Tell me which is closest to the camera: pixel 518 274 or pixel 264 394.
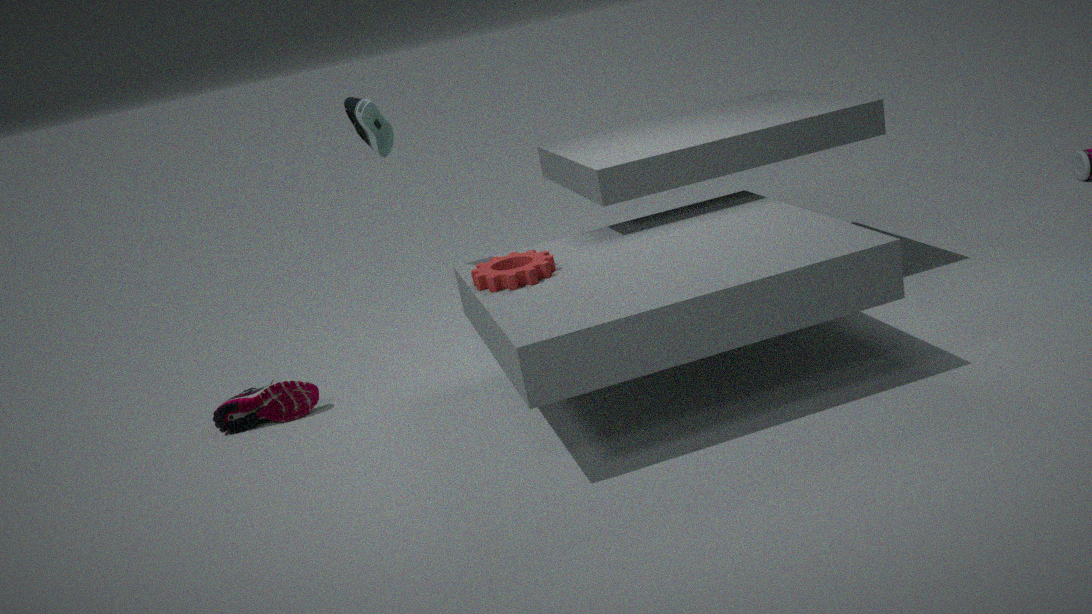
pixel 518 274
